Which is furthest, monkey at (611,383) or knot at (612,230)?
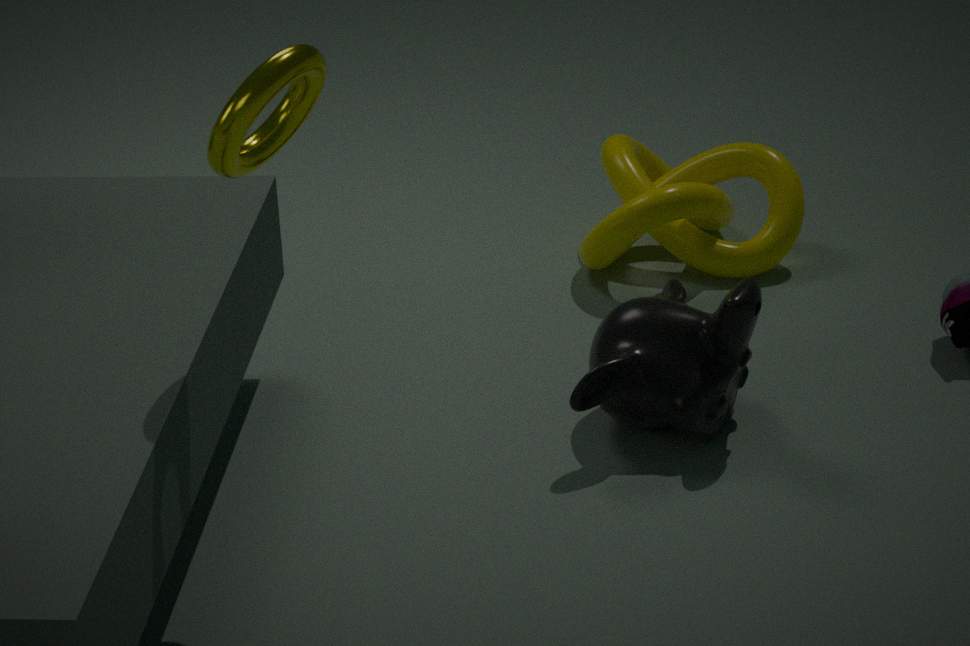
knot at (612,230)
